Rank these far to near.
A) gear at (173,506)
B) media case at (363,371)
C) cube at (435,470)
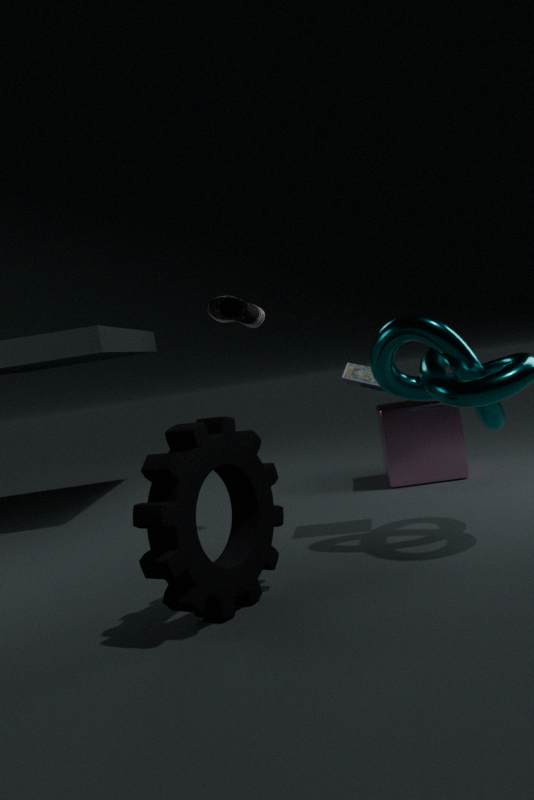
cube at (435,470), media case at (363,371), gear at (173,506)
